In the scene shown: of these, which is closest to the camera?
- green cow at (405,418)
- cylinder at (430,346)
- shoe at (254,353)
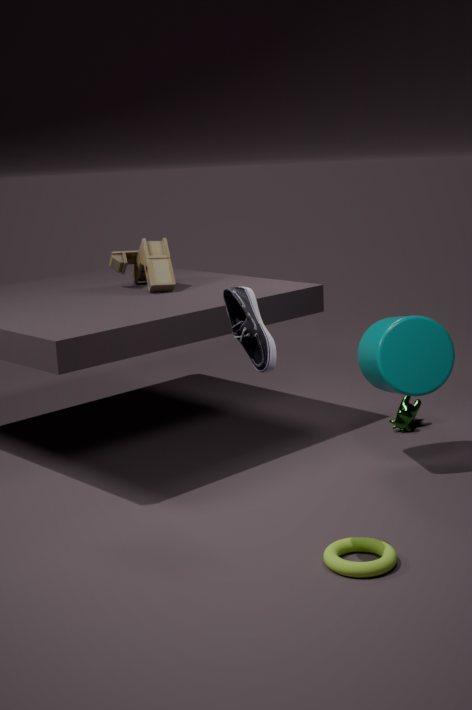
shoe at (254,353)
